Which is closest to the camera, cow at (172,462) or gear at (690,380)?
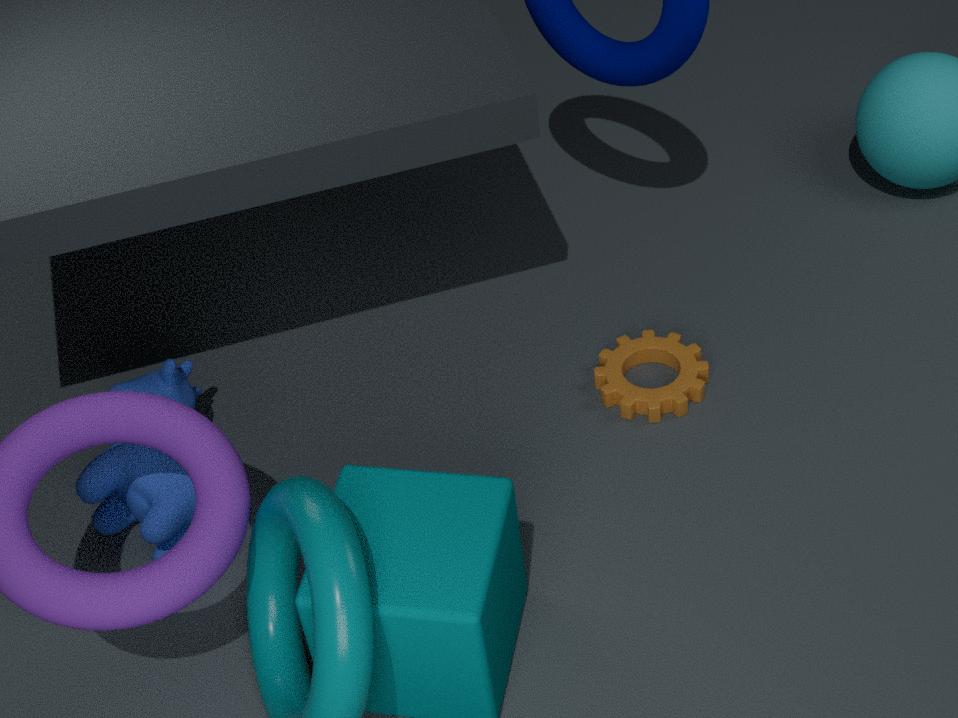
cow at (172,462)
